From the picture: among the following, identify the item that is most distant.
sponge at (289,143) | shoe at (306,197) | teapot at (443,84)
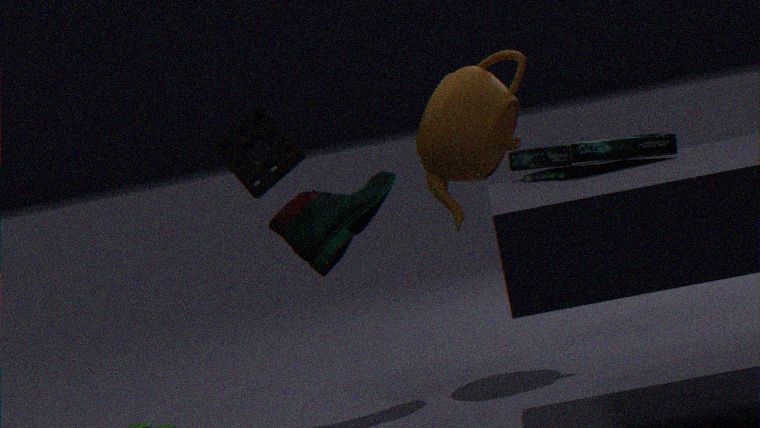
teapot at (443,84)
